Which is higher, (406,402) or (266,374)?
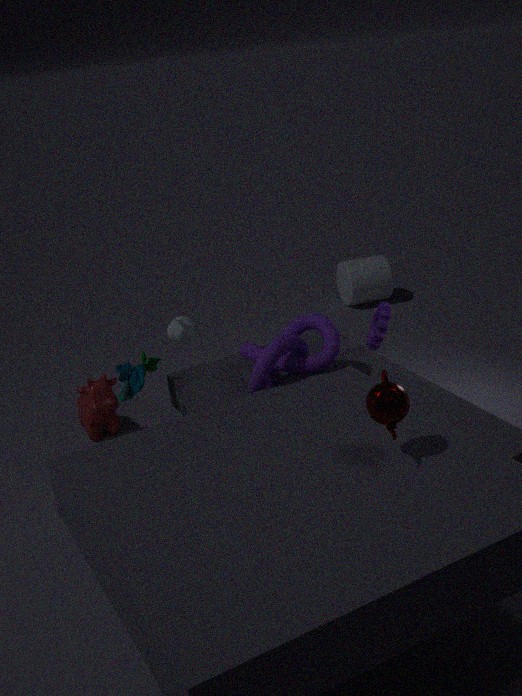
(406,402)
